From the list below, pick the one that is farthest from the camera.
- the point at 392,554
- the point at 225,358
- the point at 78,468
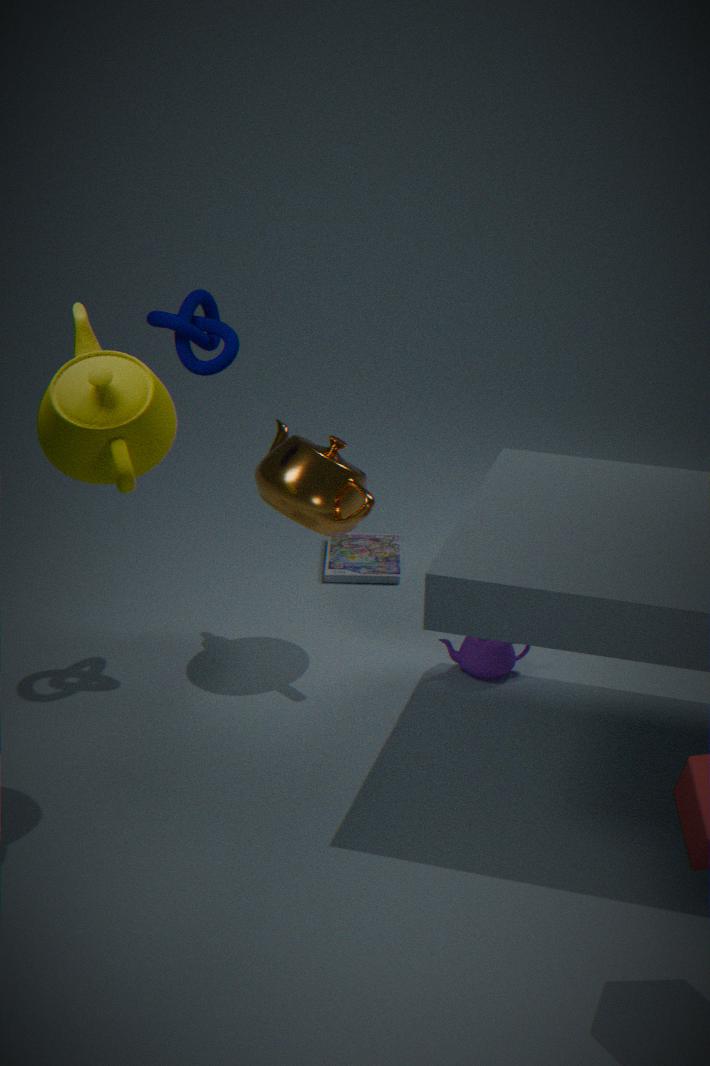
the point at 392,554
